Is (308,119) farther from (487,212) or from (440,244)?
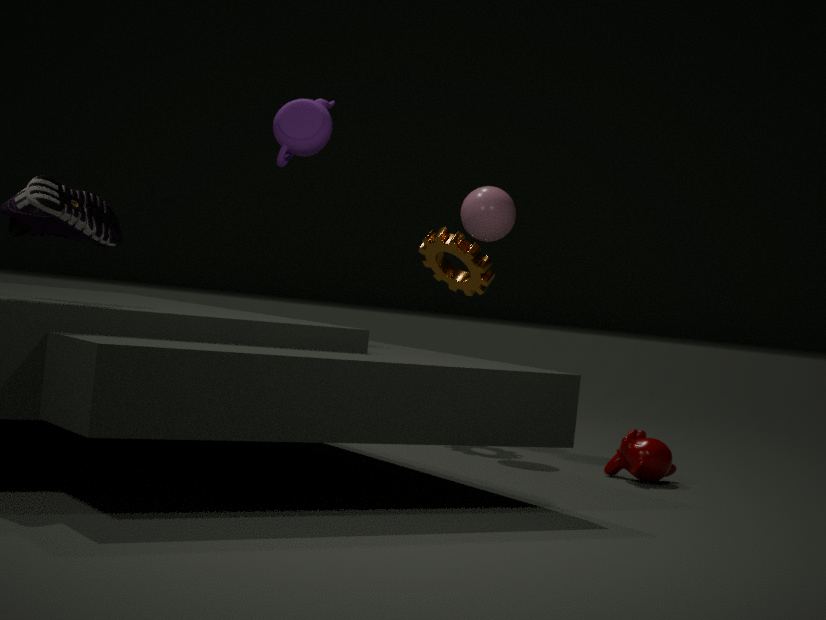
(440,244)
